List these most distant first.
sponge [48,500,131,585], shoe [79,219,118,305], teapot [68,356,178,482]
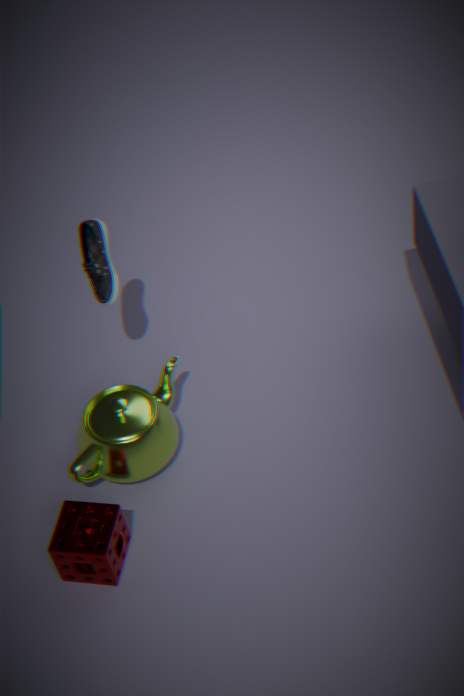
shoe [79,219,118,305] < teapot [68,356,178,482] < sponge [48,500,131,585]
